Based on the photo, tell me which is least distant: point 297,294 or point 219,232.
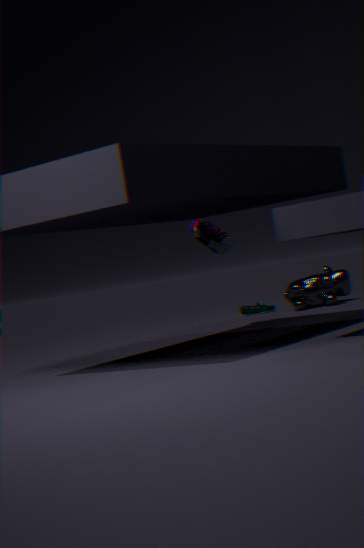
point 219,232
